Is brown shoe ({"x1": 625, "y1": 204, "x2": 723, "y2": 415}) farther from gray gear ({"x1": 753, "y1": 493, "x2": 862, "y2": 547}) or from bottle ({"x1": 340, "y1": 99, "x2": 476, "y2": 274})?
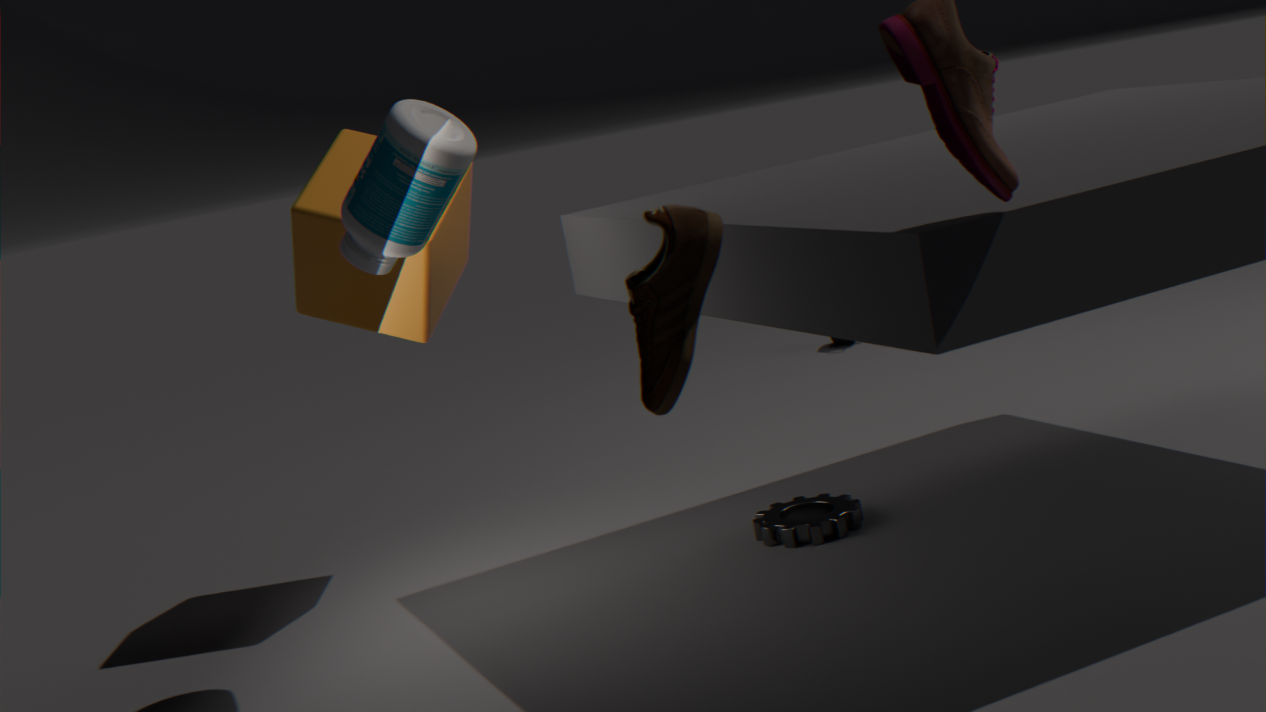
gray gear ({"x1": 753, "y1": 493, "x2": 862, "y2": 547})
